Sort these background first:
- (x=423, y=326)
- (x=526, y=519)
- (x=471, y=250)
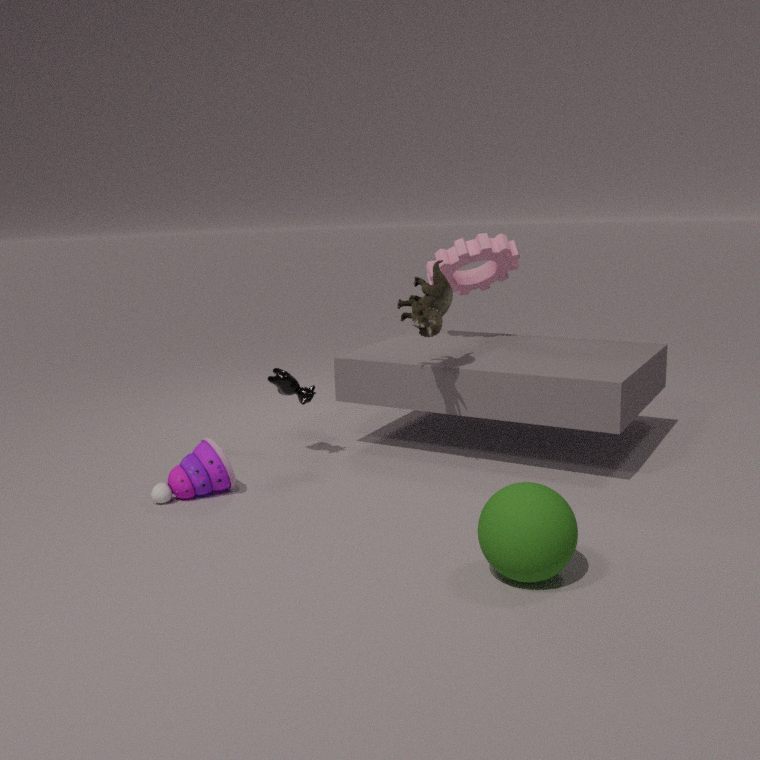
1. (x=471, y=250)
2. (x=423, y=326)
3. (x=526, y=519)
